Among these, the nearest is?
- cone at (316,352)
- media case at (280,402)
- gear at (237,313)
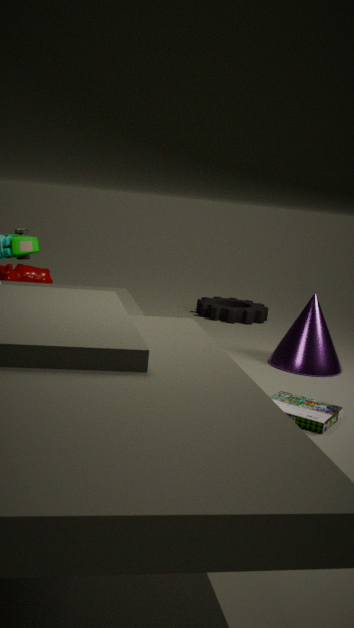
media case at (280,402)
